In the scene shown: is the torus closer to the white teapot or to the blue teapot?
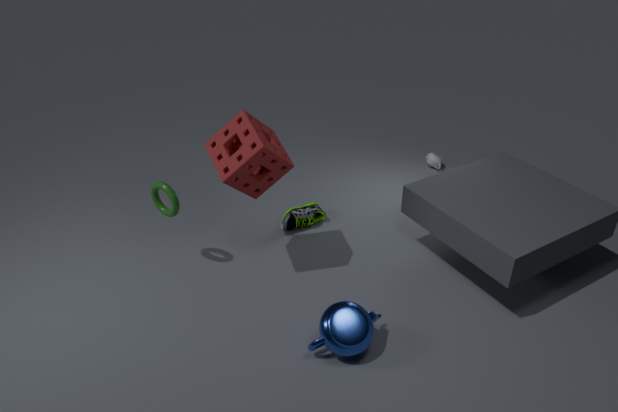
the blue teapot
